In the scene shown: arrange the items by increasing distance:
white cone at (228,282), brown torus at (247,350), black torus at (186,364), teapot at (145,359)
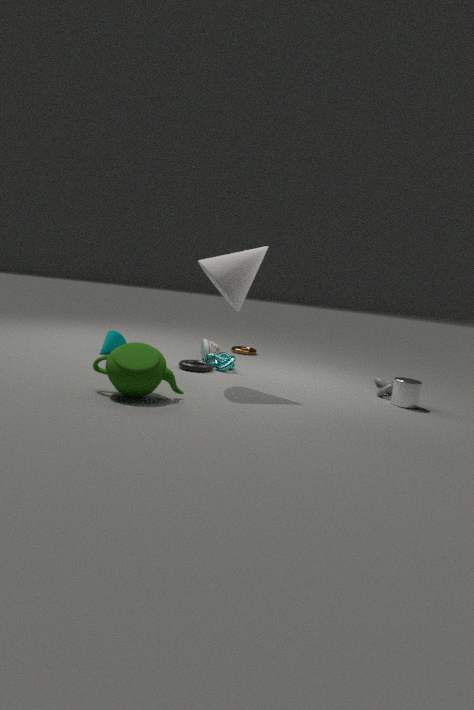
teapot at (145,359) < white cone at (228,282) < black torus at (186,364) < brown torus at (247,350)
